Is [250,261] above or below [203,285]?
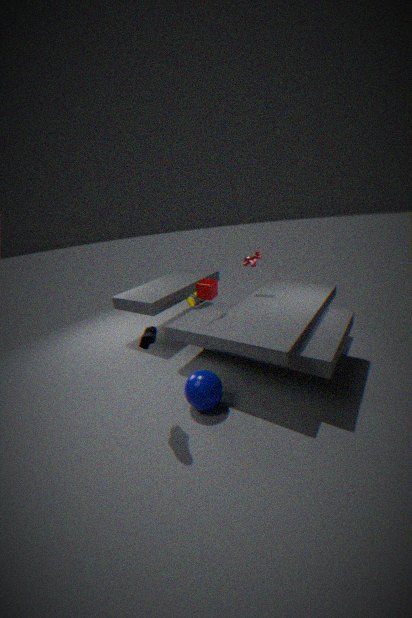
above
